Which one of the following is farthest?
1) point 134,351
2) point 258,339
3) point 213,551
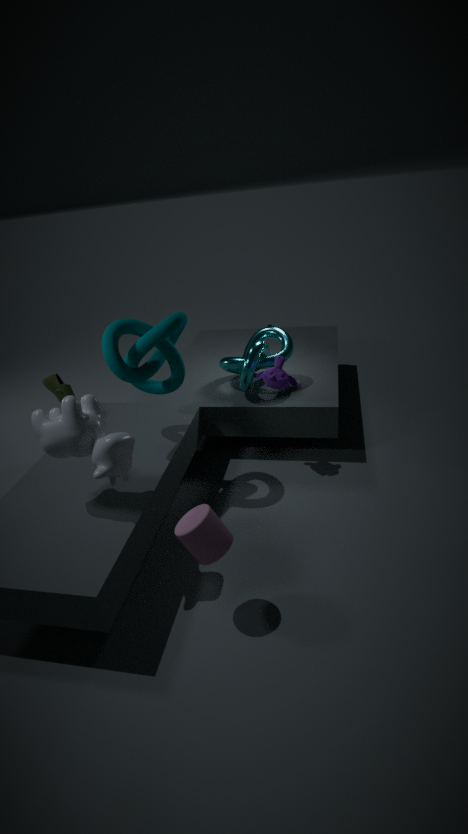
2. point 258,339
